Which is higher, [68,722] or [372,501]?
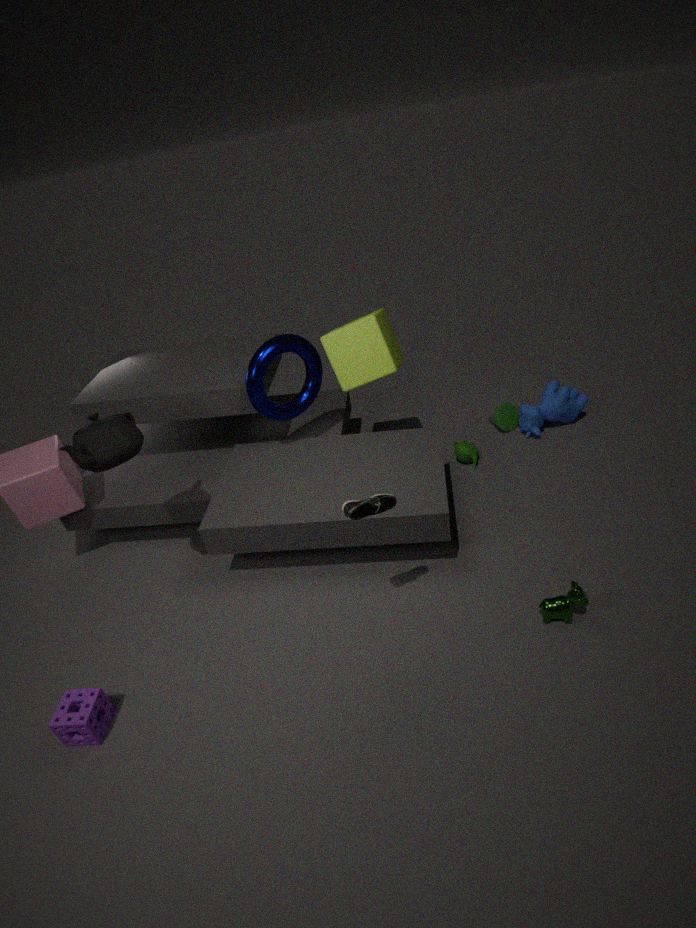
[372,501]
